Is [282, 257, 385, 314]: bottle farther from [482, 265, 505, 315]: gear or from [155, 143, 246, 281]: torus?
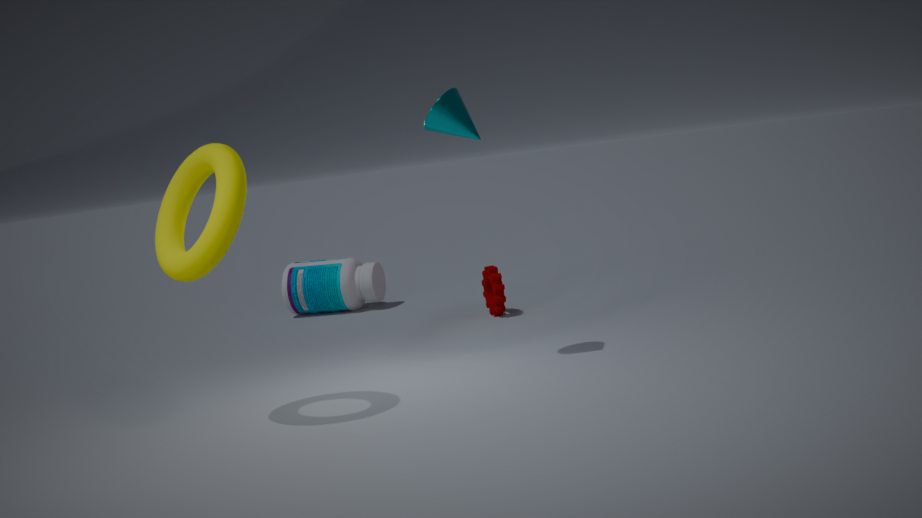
[155, 143, 246, 281]: torus
